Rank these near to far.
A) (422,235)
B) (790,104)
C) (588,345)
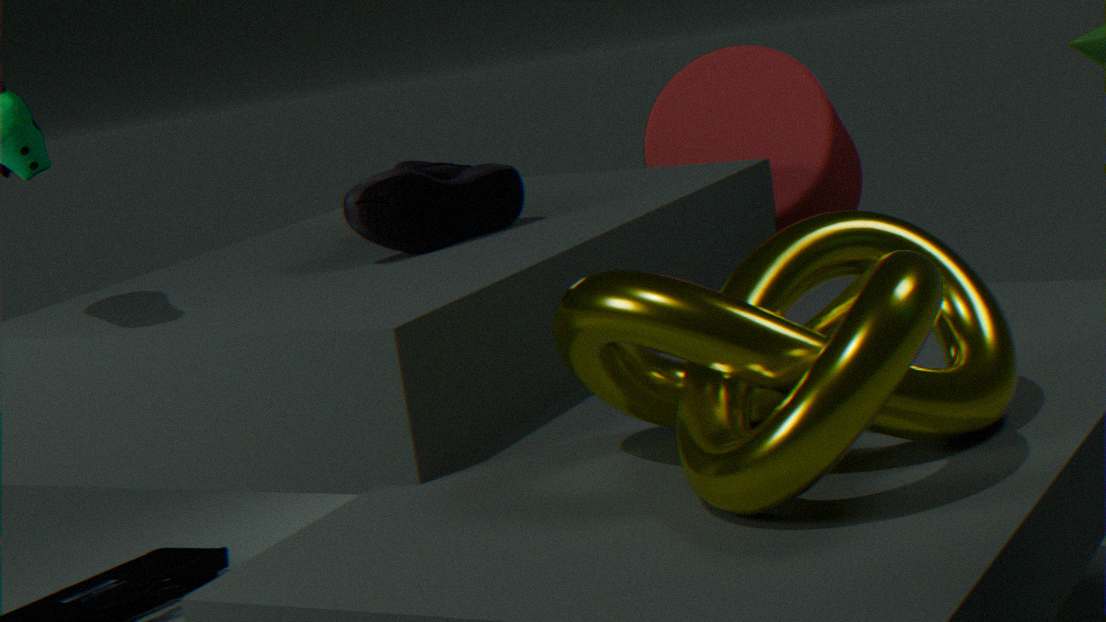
1. (588,345)
2. (422,235)
3. (790,104)
